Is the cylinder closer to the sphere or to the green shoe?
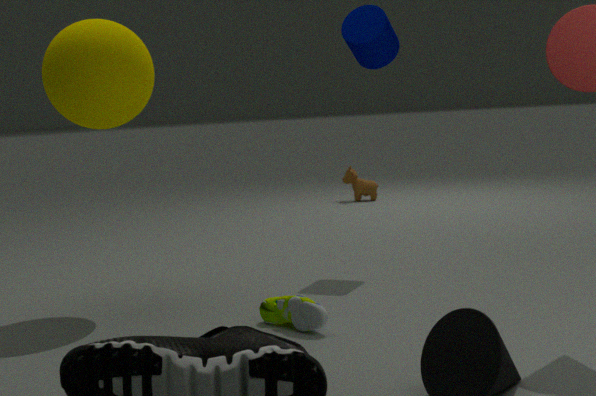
the sphere
